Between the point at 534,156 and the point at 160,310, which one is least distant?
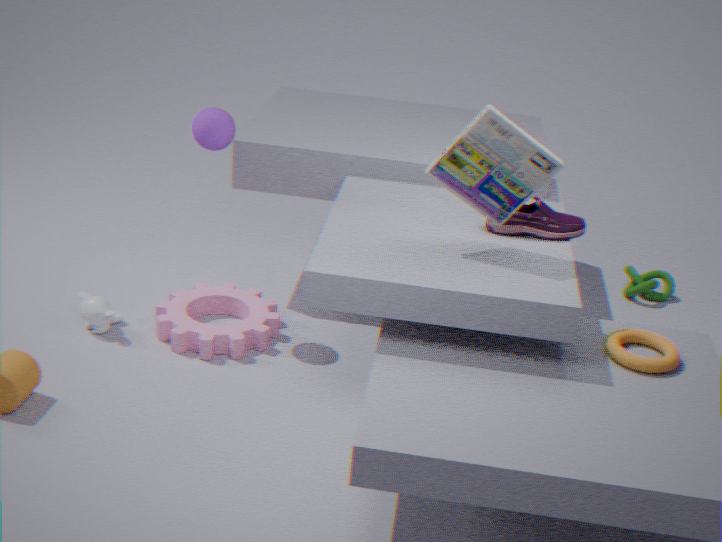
the point at 534,156
